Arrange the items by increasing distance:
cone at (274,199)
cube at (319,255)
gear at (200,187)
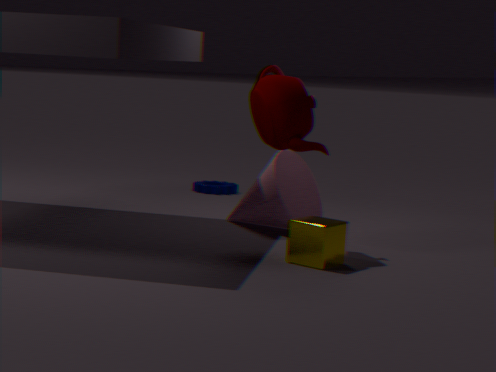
cube at (319,255) < cone at (274,199) < gear at (200,187)
